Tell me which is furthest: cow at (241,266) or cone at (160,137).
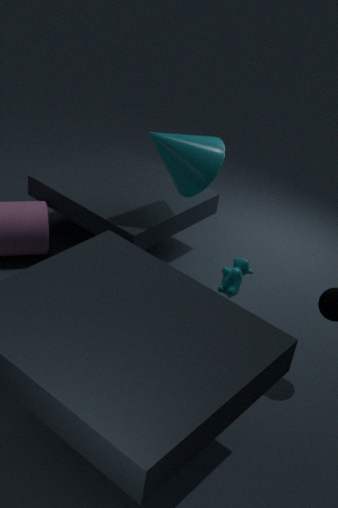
cone at (160,137)
